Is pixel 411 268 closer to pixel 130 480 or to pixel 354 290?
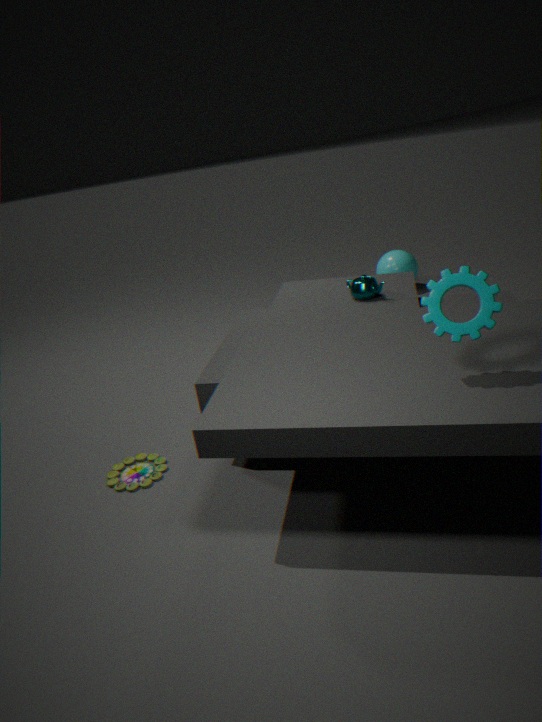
pixel 354 290
